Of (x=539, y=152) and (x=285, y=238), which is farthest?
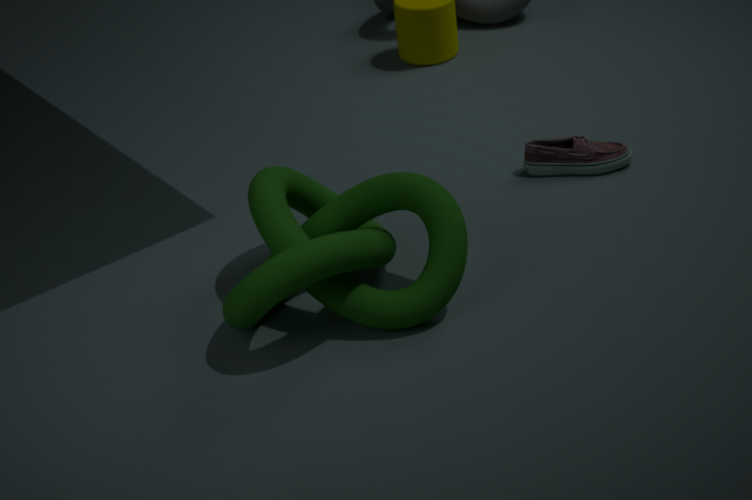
(x=539, y=152)
